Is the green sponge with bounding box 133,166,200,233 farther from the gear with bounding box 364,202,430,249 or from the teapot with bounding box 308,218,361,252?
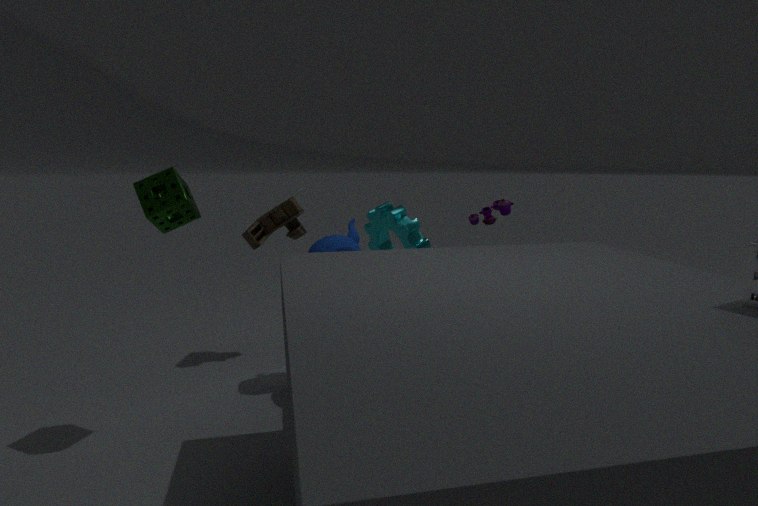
the gear with bounding box 364,202,430,249
